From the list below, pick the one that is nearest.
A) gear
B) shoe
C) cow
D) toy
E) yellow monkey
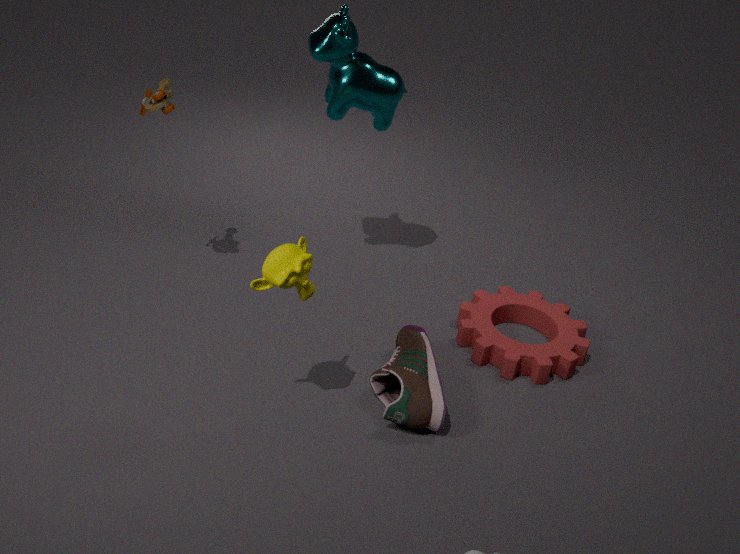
yellow monkey
